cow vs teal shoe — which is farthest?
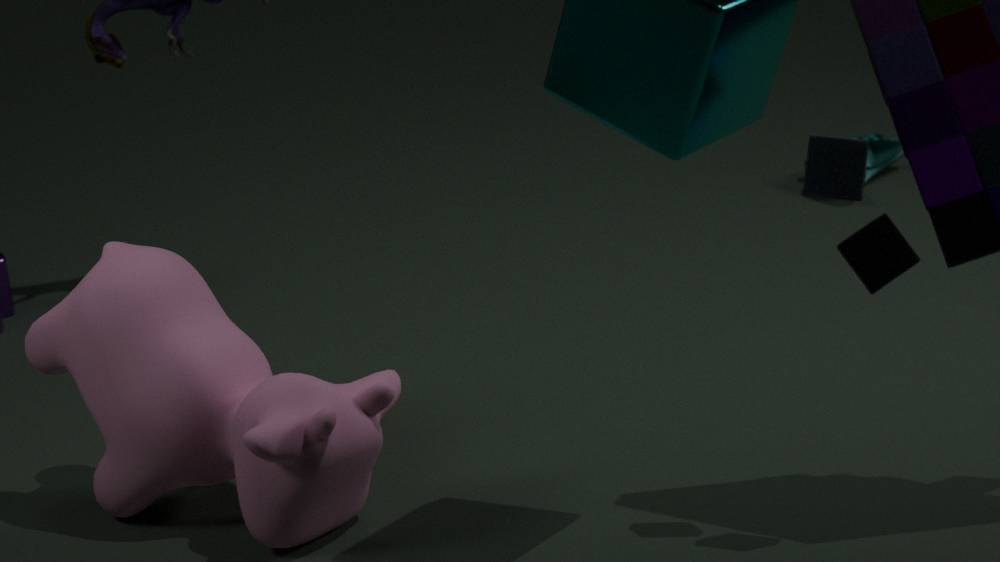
teal shoe
